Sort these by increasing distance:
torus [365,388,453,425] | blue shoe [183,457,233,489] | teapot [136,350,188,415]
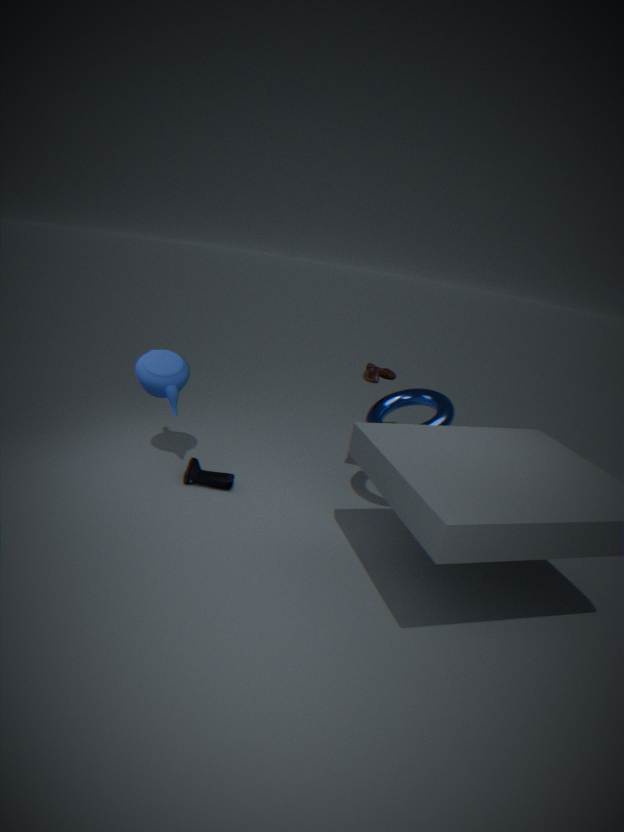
torus [365,388,453,425] → teapot [136,350,188,415] → blue shoe [183,457,233,489]
